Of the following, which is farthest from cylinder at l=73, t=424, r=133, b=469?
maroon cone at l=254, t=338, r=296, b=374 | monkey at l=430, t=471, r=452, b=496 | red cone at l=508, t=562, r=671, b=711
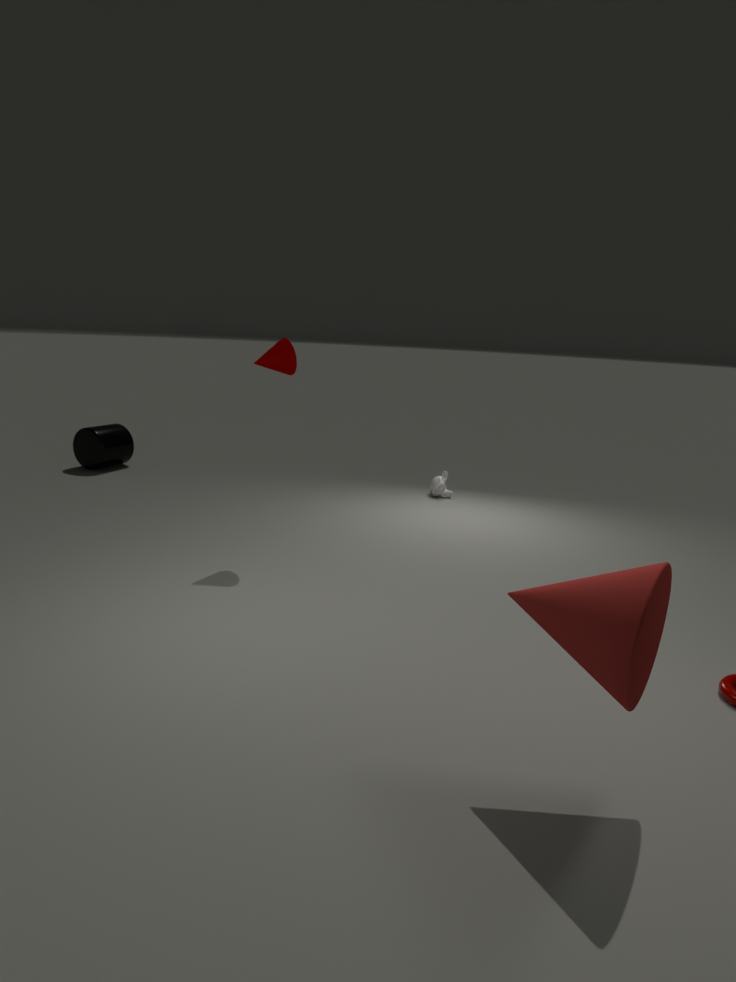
red cone at l=508, t=562, r=671, b=711
